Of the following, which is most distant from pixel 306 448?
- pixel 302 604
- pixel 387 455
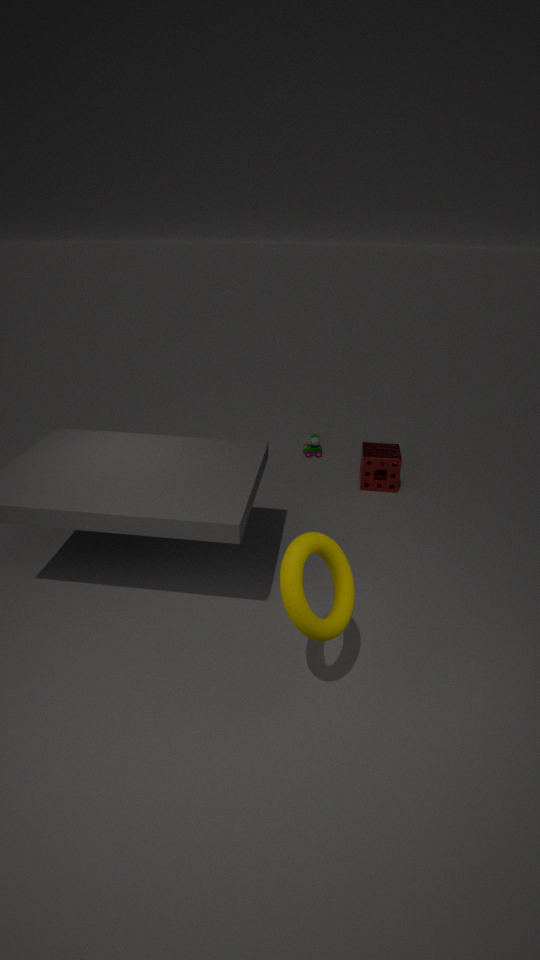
pixel 302 604
